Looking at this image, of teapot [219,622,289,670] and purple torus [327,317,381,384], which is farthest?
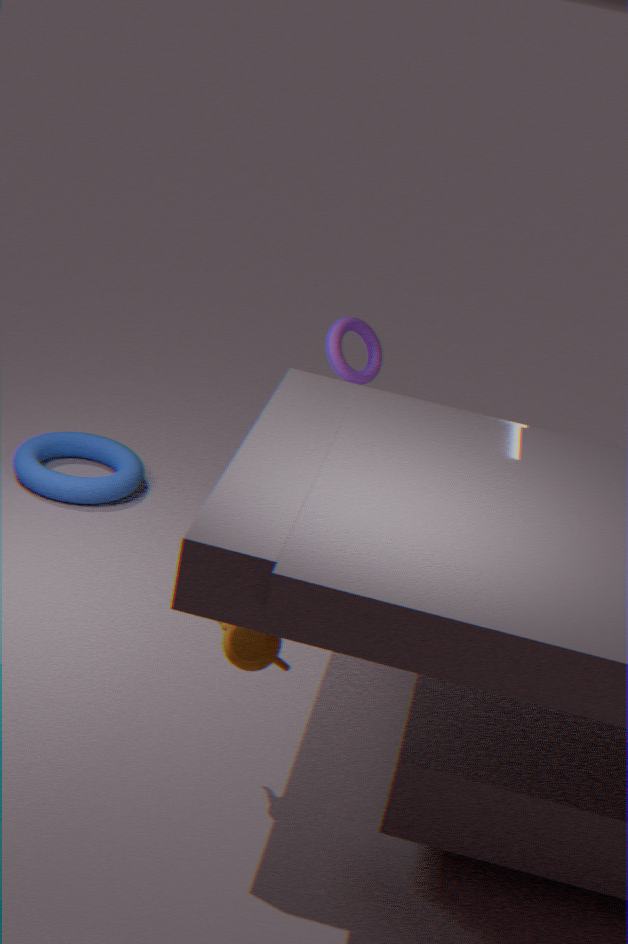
purple torus [327,317,381,384]
